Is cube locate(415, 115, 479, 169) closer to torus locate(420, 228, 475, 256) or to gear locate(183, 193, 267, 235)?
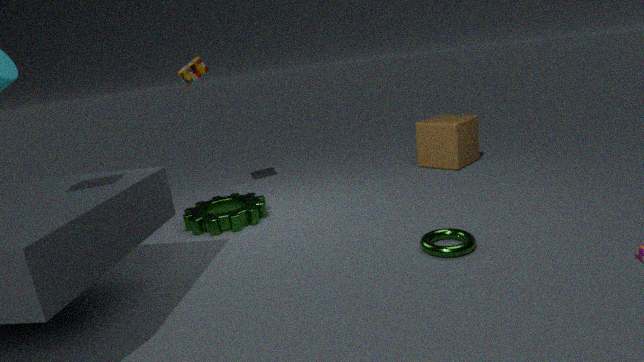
torus locate(420, 228, 475, 256)
